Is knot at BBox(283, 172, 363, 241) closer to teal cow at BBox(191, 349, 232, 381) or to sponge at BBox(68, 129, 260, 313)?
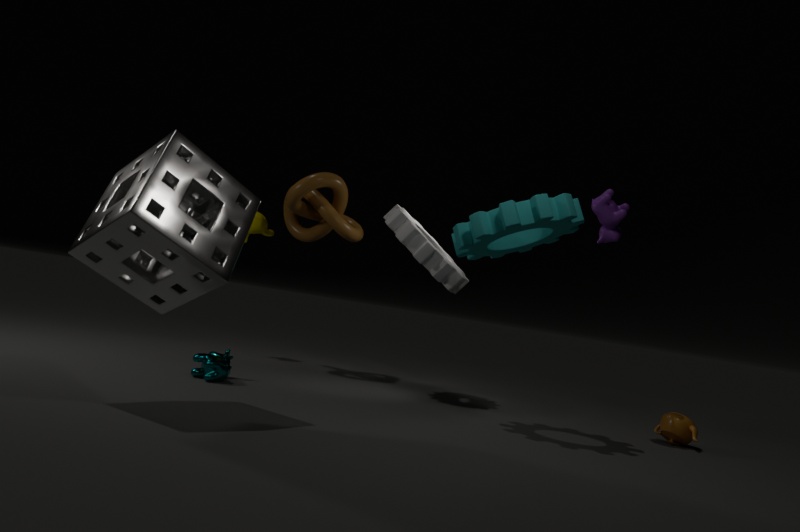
teal cow at BBox(191, 349, 232, 381)
